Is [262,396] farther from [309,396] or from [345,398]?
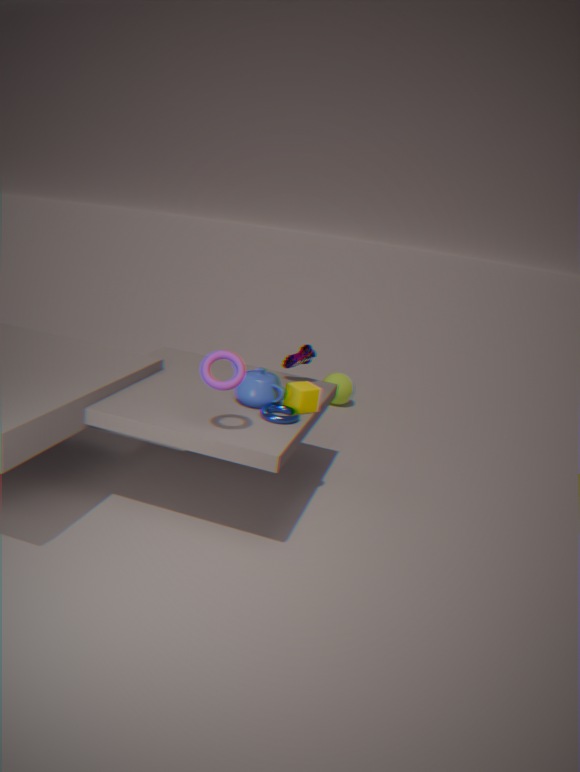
[345,398]
